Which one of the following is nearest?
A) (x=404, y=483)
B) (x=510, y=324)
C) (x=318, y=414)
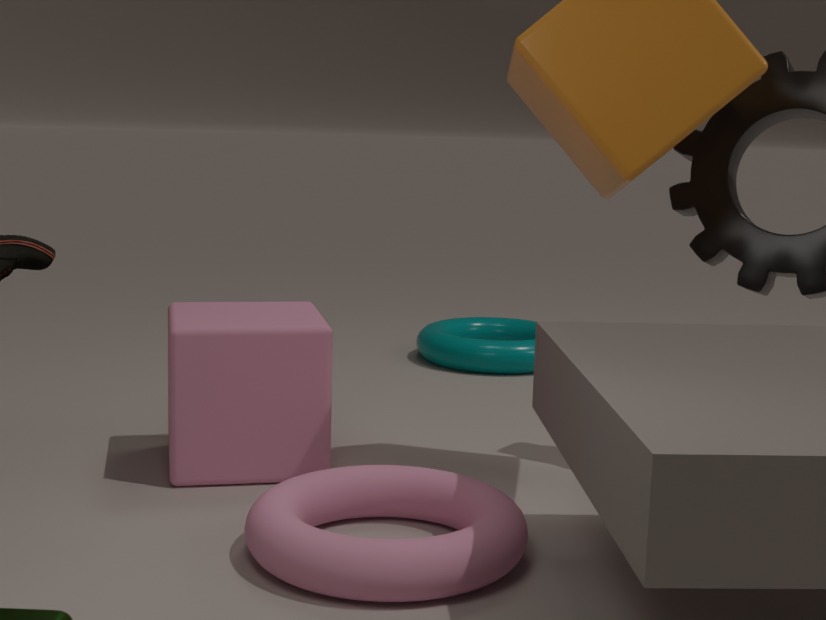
(x=404, y=483)
